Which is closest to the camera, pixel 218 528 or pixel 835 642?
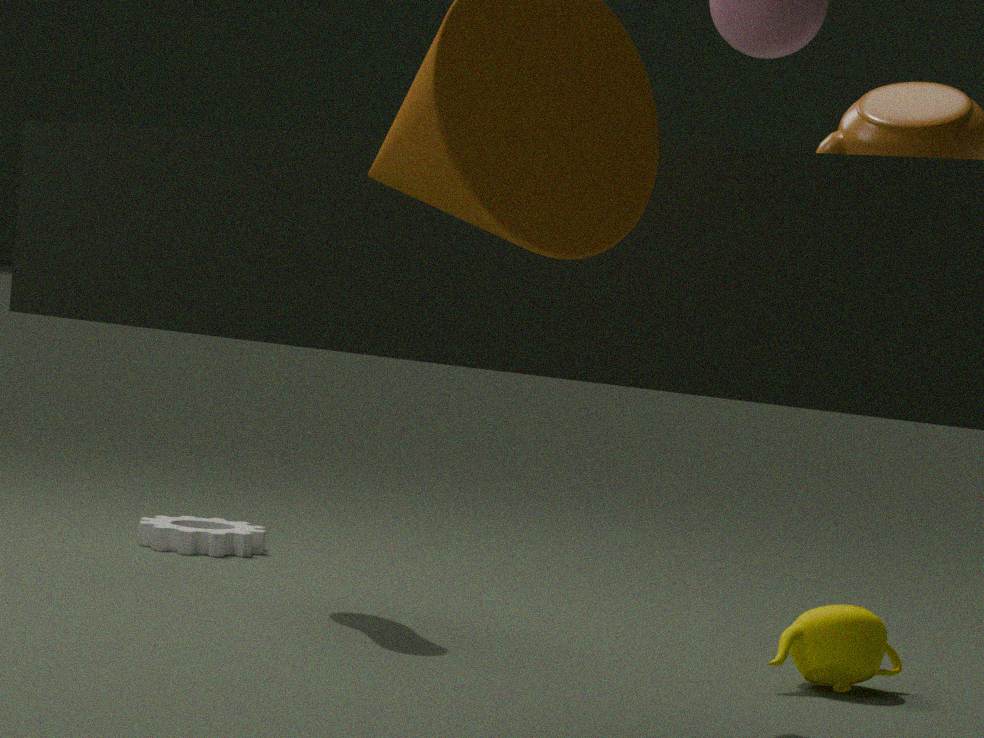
pixel 835 642
